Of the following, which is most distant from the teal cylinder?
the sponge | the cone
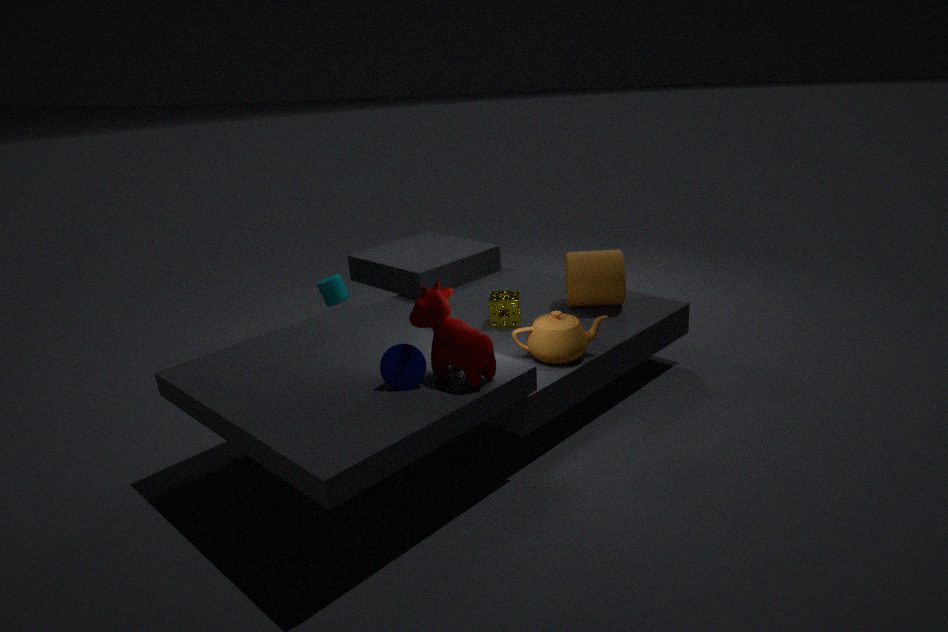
the cone
